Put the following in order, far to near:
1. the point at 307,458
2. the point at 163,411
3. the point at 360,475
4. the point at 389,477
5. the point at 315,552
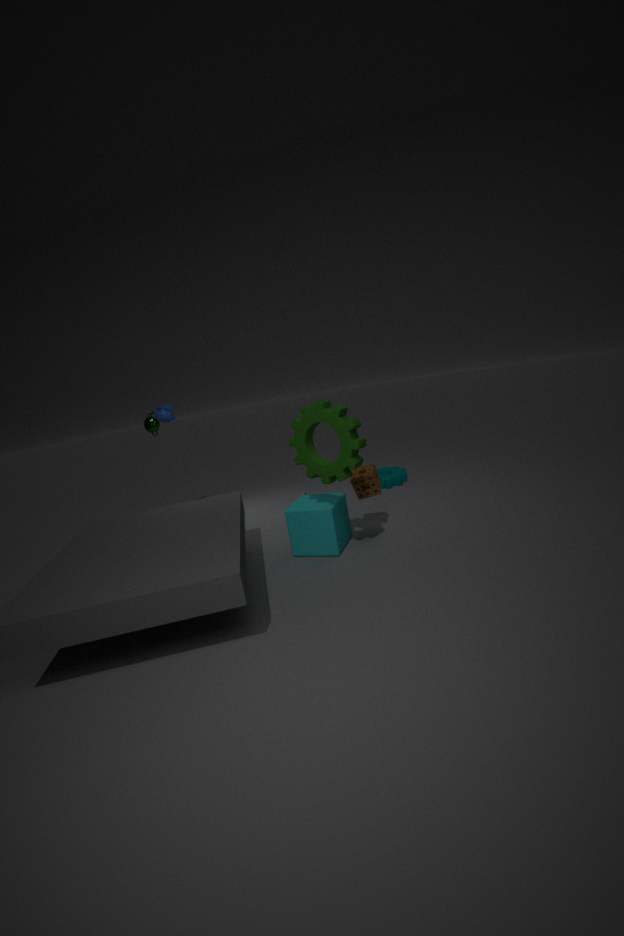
the point at 389,477 < the point at 163,411 < the point at 360,475 < the point at 315,552 < the point at 307,458
